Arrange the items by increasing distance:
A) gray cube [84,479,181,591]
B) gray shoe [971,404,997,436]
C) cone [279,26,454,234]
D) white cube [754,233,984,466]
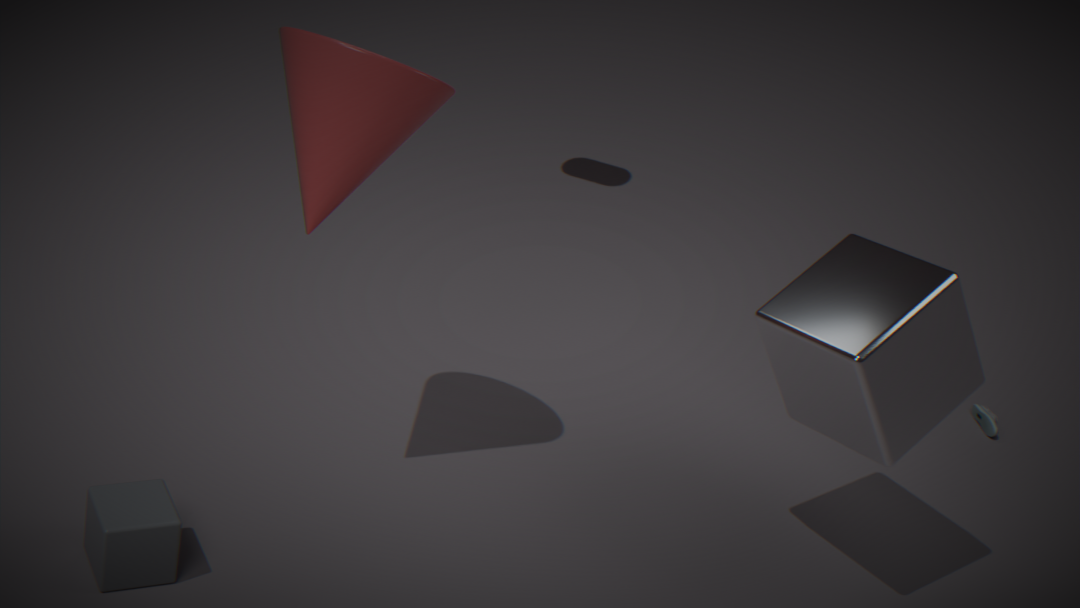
cone [279,26,454,234], gray cube [84,479,181,591], white cube [754,233,984,466], gray shoe [971,404,997,436]
